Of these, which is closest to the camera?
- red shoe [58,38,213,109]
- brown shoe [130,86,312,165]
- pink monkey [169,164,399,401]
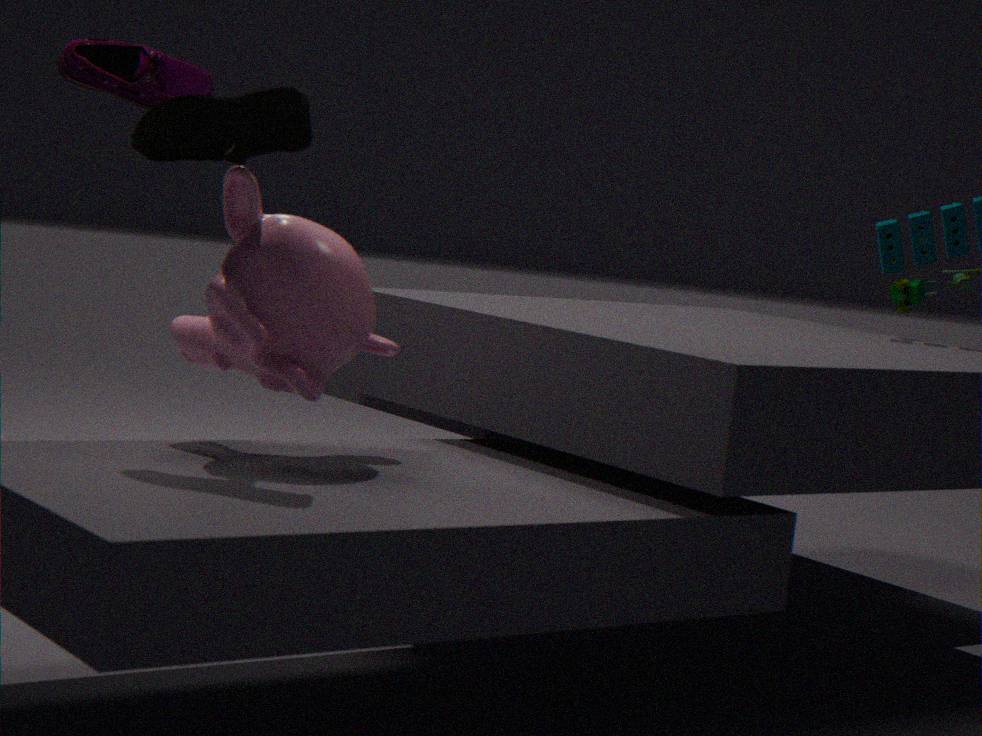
brown shoe [130,86,312,165]
